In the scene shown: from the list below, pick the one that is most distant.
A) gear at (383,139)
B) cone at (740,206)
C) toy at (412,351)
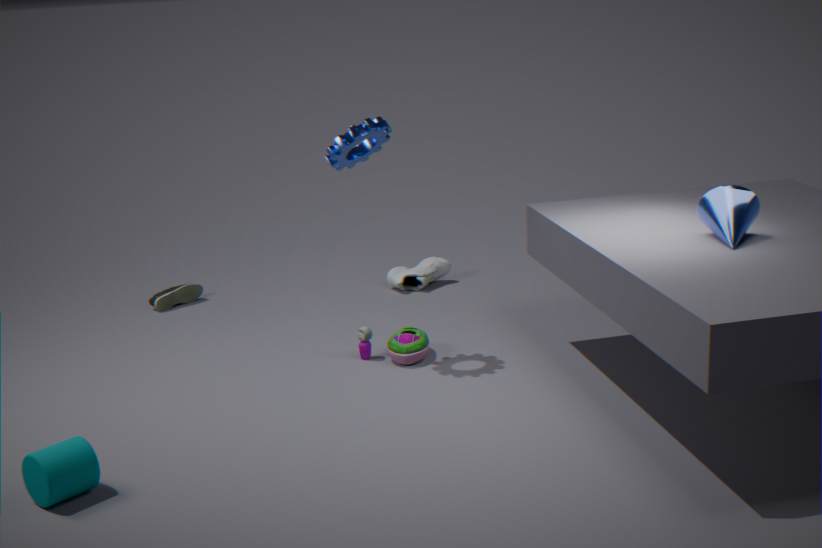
toy at (412,351)
